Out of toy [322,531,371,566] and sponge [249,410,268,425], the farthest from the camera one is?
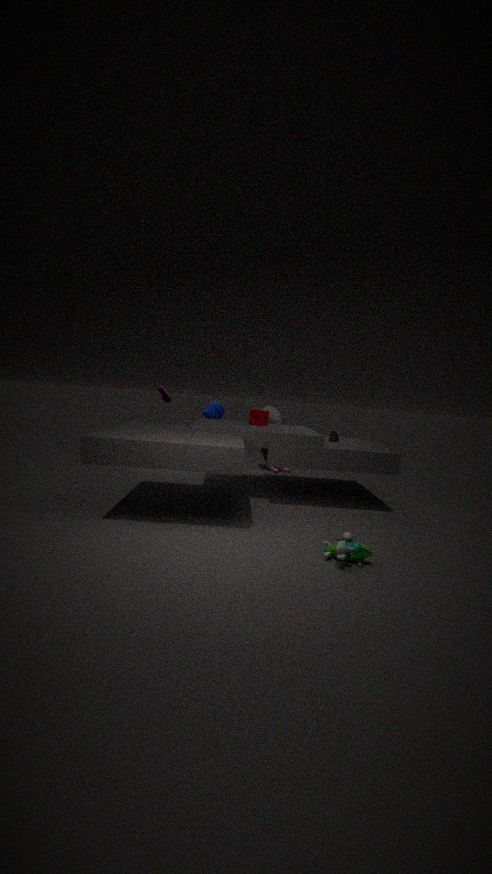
sponge [249,410,268,425]
